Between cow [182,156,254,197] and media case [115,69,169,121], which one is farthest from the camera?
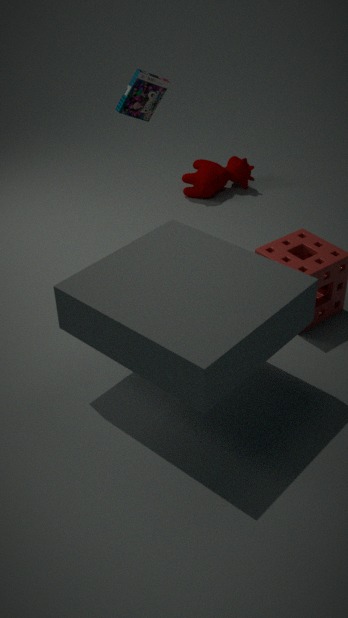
cow [182,156,254,197]
